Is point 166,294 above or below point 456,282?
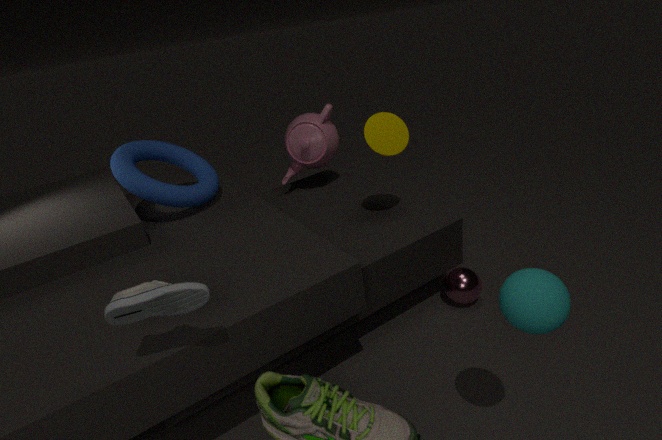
above
